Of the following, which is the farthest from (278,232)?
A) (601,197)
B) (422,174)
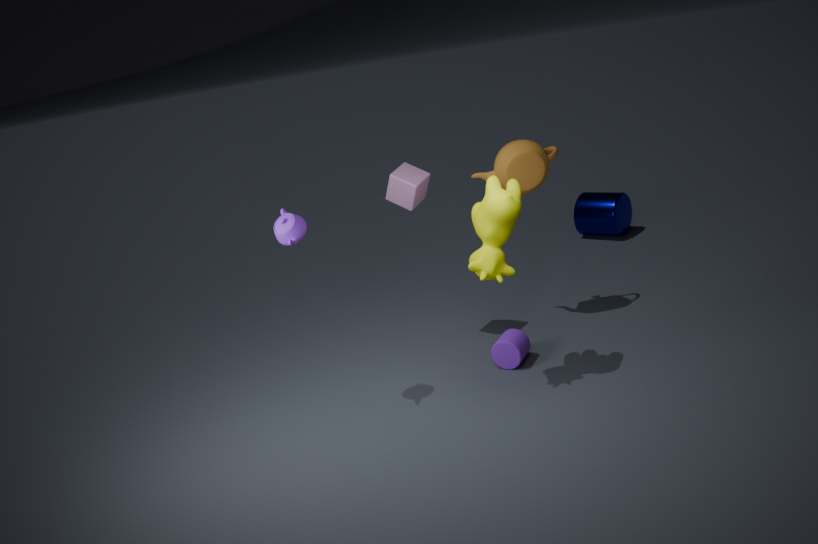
(601,197)
